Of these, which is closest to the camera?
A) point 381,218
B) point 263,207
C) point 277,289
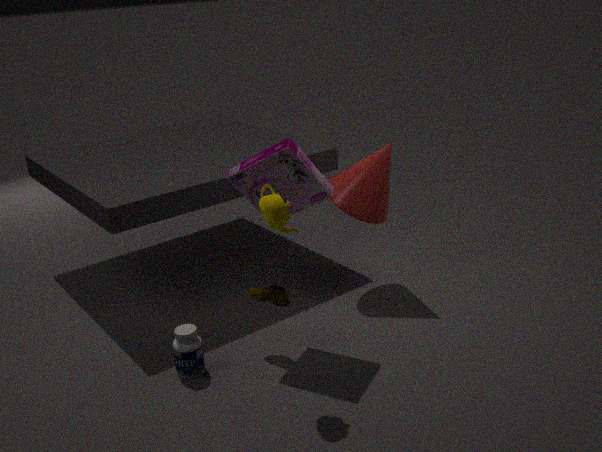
point 263,207
